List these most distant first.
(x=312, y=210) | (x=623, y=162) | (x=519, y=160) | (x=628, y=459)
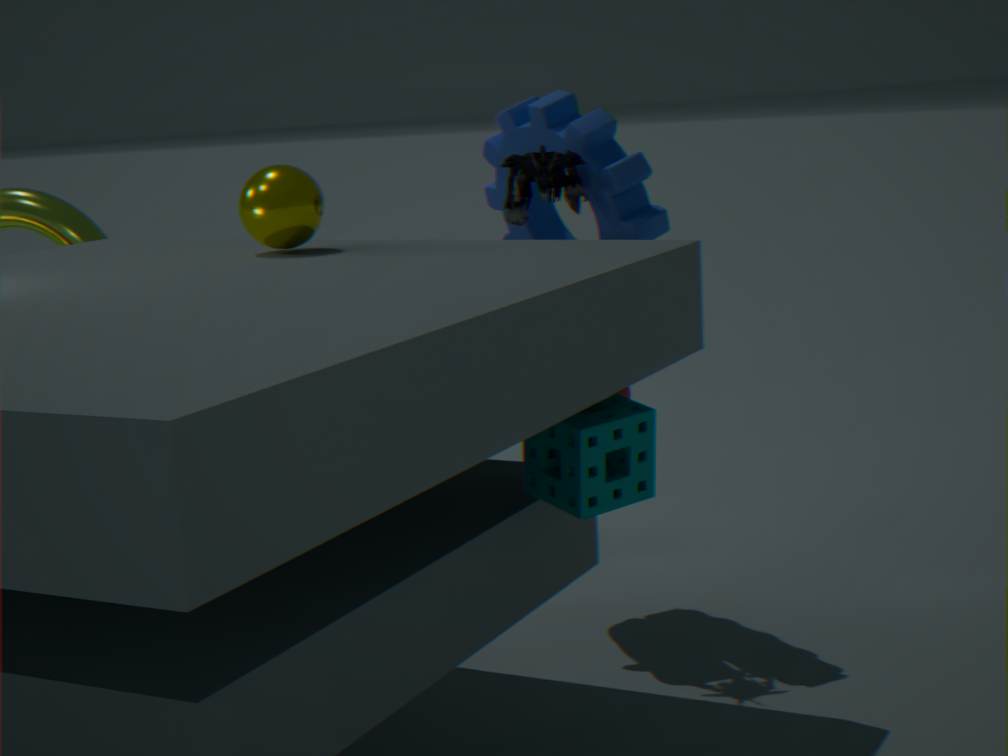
(x=623, y=162) → (x=519, y=160) → (x=312, y=210) → (x=628, y=459)
